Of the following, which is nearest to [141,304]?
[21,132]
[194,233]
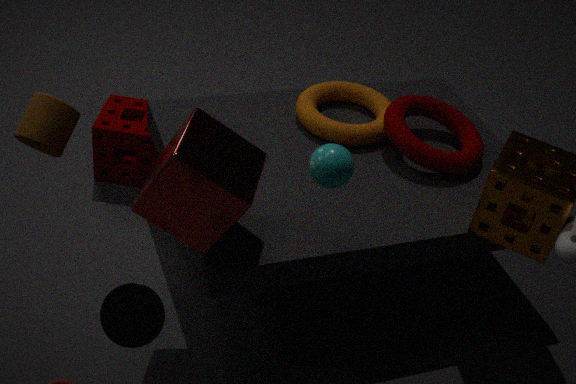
[194,233]
